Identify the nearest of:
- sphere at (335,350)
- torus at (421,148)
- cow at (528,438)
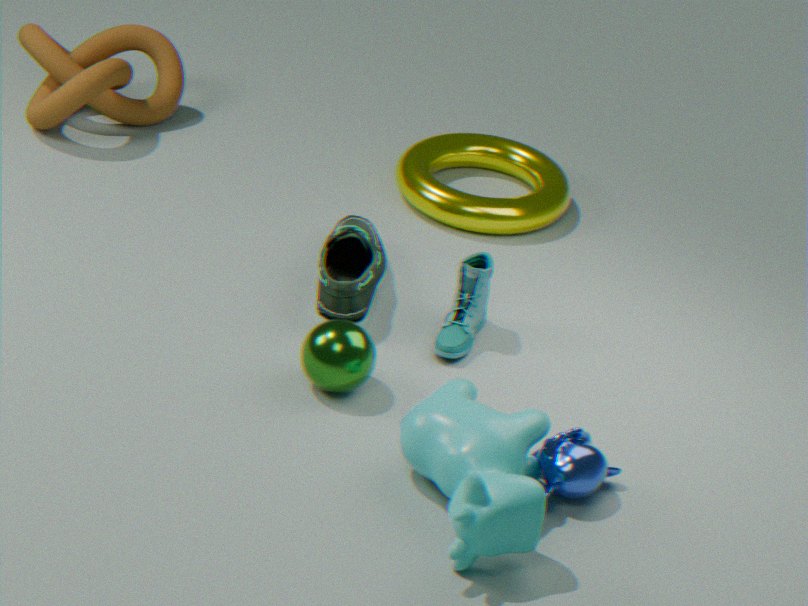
cow at (528,438)
